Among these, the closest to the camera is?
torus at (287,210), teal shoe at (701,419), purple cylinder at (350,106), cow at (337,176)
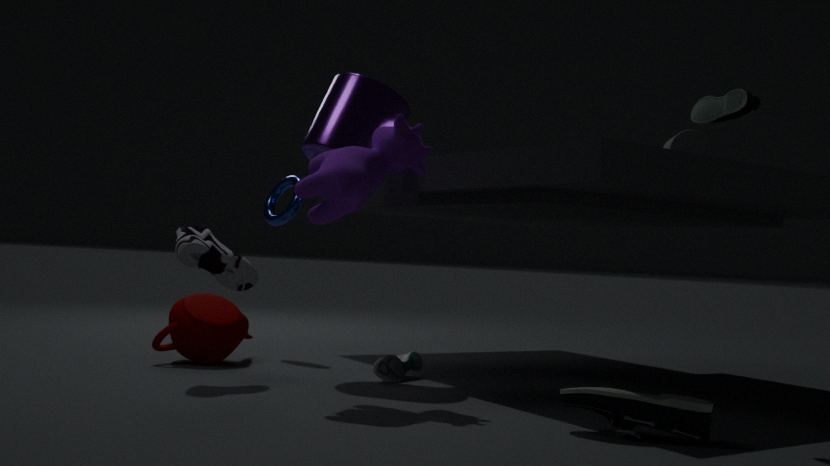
teal shoe at (701,419)
